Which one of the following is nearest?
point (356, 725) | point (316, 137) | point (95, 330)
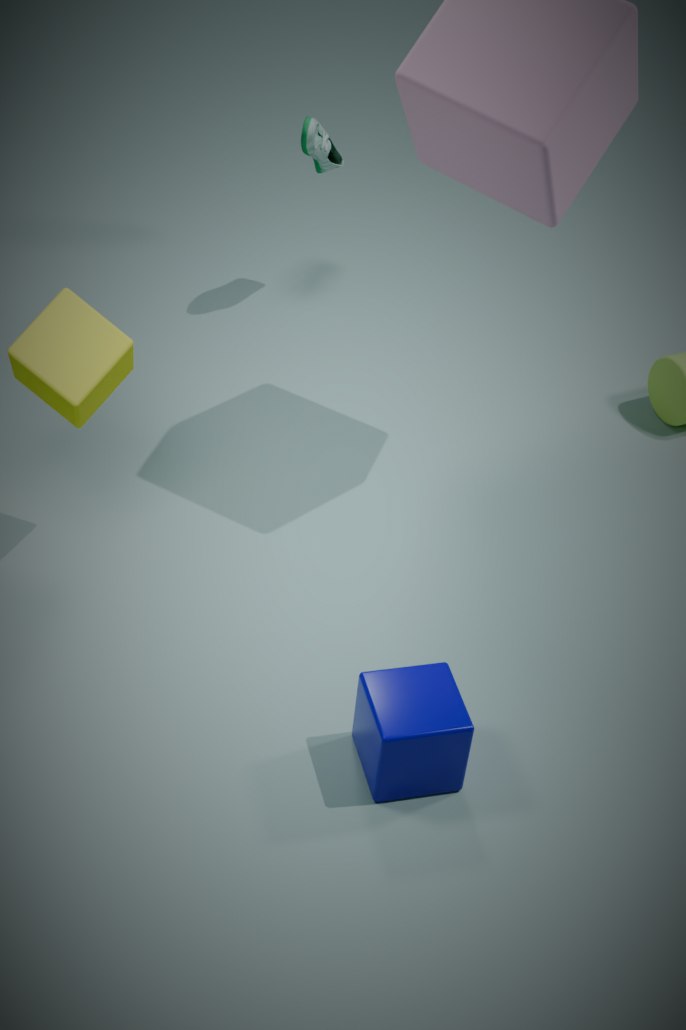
point (356, 725)
